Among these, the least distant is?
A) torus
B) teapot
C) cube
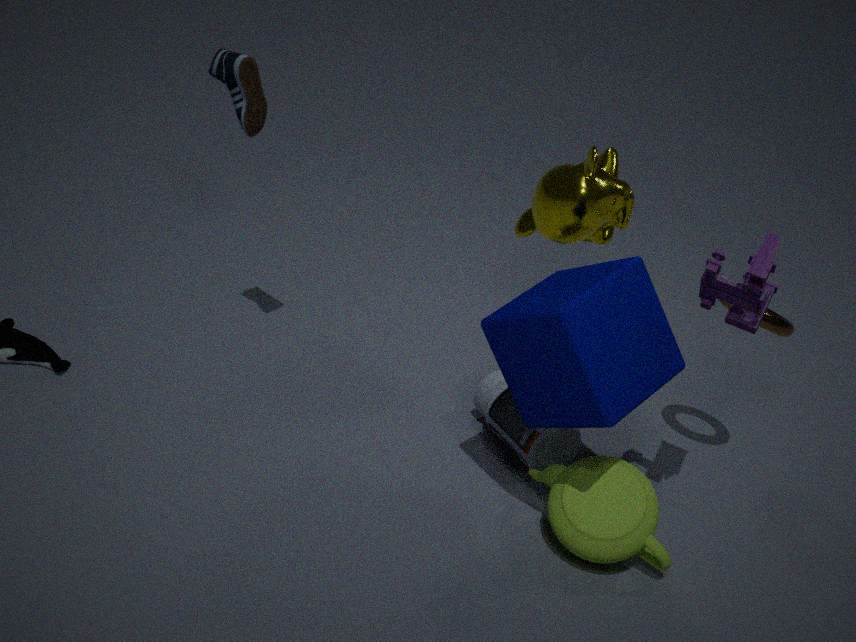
cube
